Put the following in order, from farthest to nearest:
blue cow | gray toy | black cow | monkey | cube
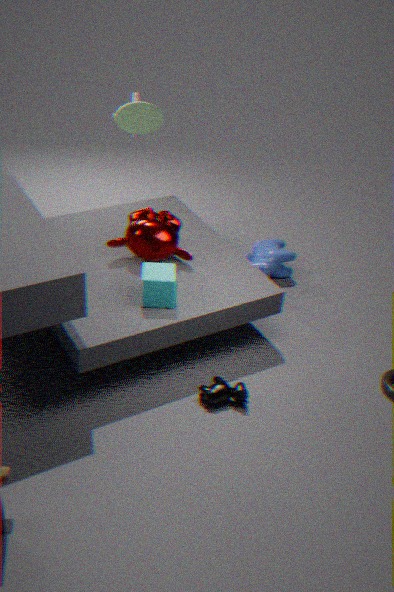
gray toy
blue cow
monkey
cube
black cow
